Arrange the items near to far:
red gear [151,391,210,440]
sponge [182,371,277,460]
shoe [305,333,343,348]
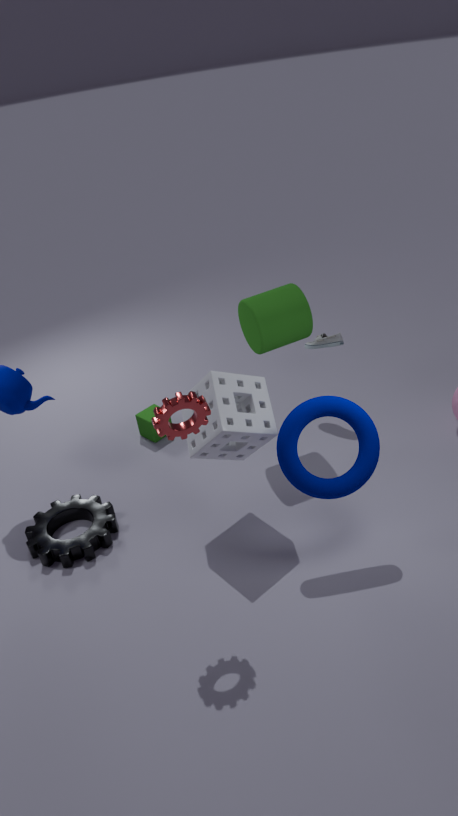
red gear [151,391,210,440] → sponge [182,371,277,460] → shoe [305,333,343,348]
